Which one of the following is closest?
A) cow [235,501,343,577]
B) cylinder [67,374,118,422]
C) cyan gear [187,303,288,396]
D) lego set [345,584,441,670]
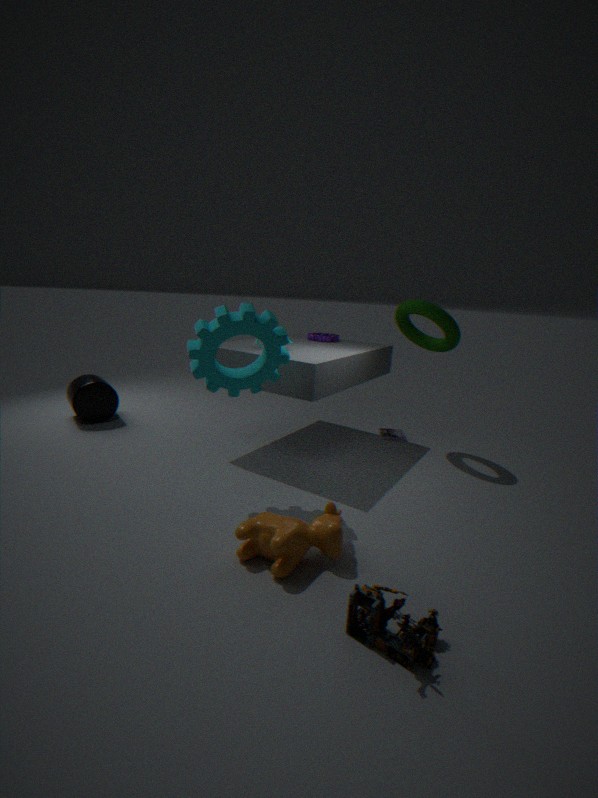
lego set [345,584,441,670]
